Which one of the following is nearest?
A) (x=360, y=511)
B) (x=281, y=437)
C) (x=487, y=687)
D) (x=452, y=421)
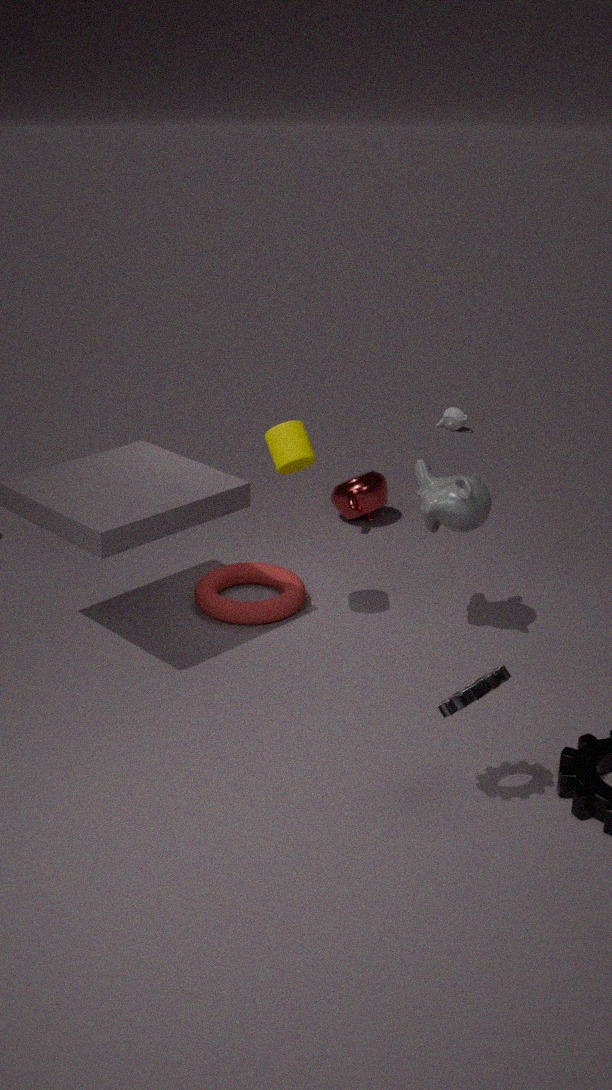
(x=487, y=687)
